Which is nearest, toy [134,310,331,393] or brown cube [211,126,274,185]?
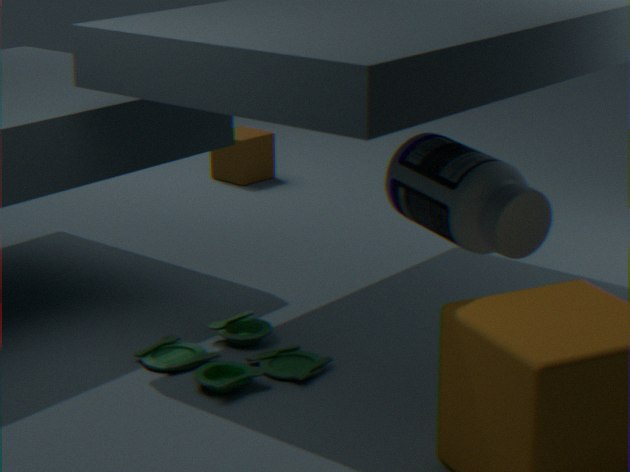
toy [134,310,331,393]
